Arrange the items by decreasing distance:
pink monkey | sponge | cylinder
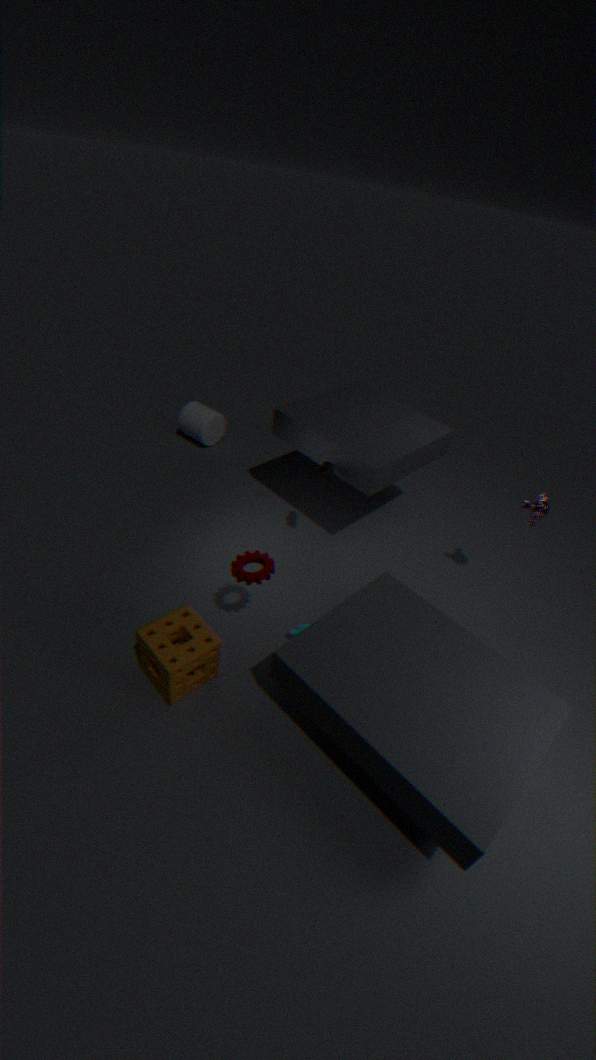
cylinder
pink monkey
sponge
